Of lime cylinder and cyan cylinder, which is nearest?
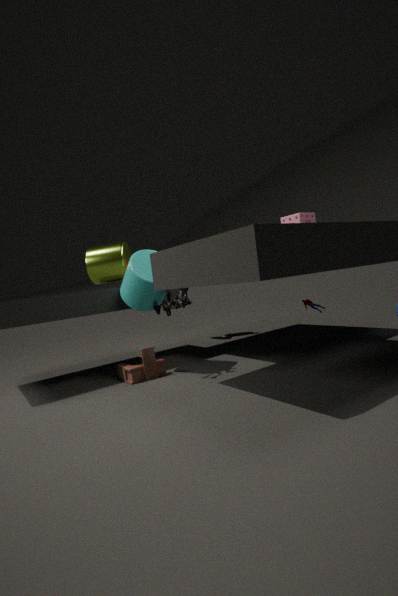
cyan cylinder
